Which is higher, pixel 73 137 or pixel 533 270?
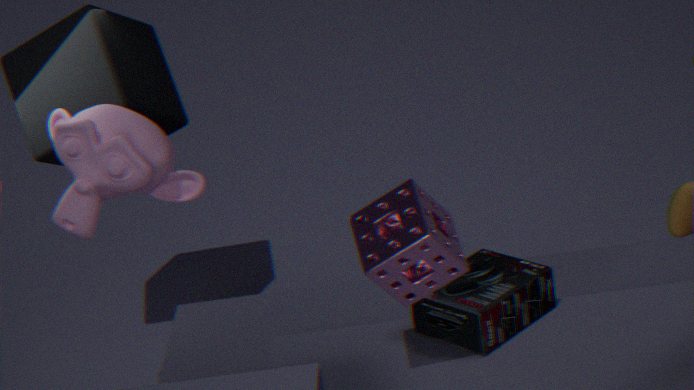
pixel 73 137
